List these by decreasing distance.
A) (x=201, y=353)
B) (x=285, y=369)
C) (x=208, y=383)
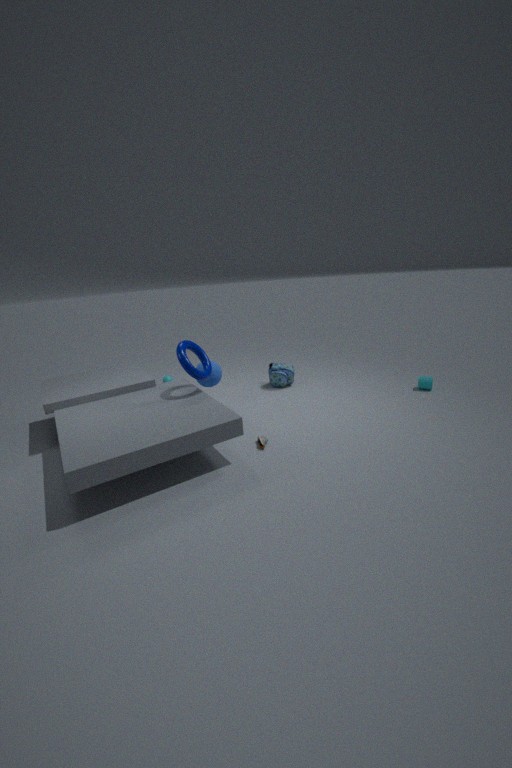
(x=285, y=369)
(x=208, y=383)
(x=201, y=353)
